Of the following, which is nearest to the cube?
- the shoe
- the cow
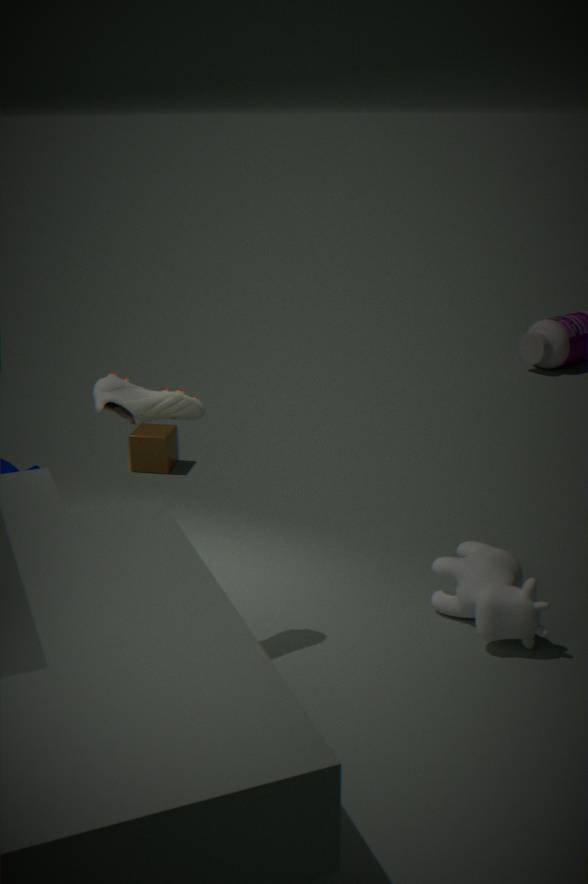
the shoe
